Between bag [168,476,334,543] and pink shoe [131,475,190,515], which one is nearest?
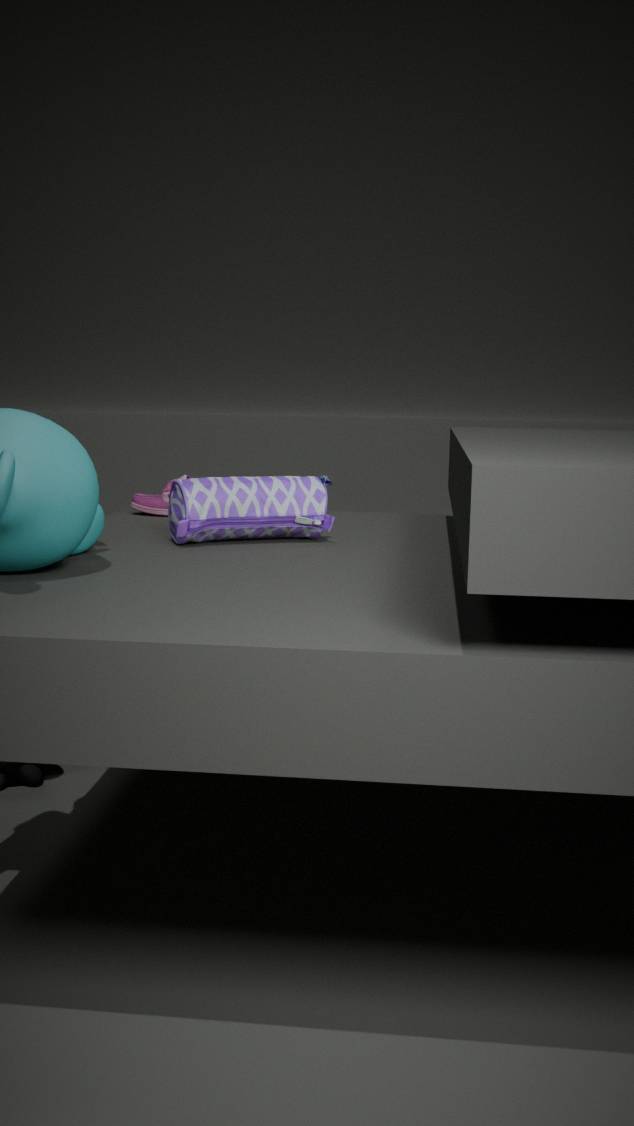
bag [168,476,334,543]
